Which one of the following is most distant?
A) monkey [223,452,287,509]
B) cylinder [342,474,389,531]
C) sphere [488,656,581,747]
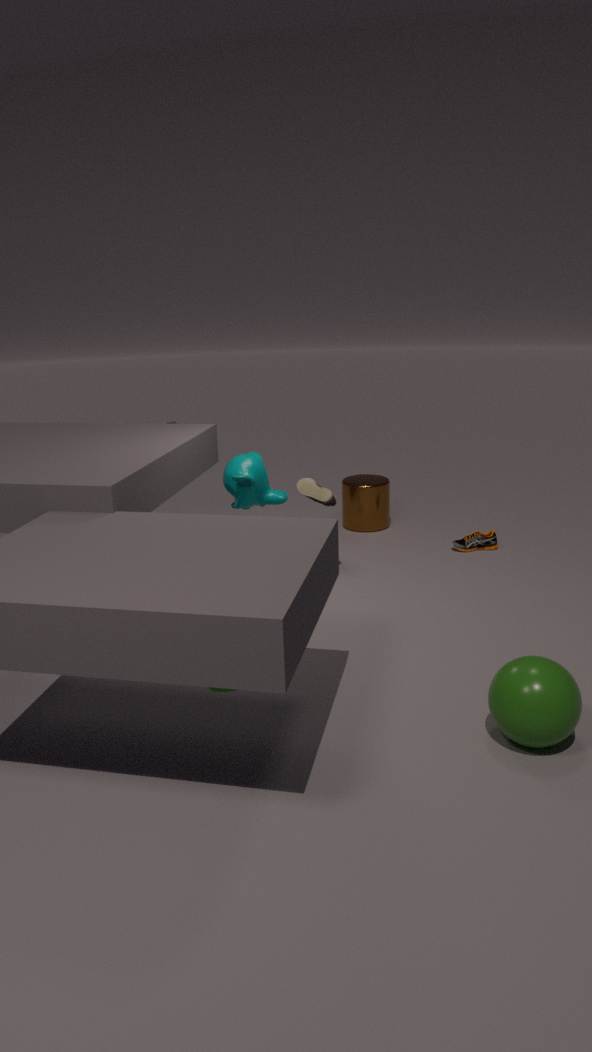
cylinder [342,474,389,531]
